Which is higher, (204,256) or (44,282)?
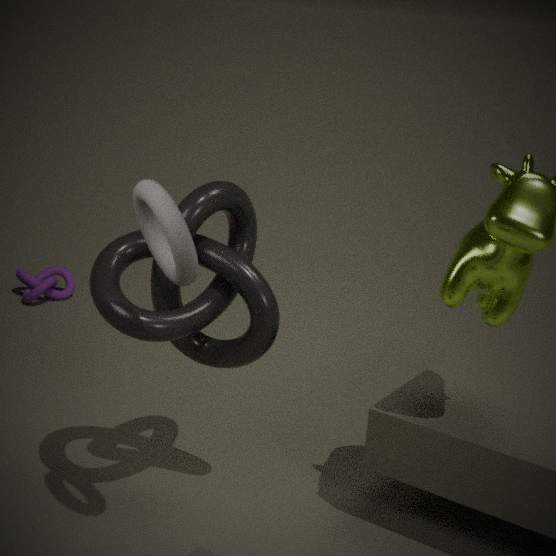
(204,256)
